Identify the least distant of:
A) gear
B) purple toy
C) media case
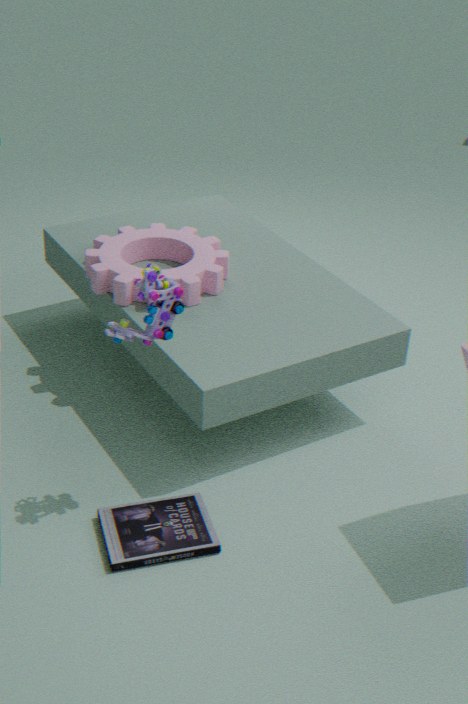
purple toy
